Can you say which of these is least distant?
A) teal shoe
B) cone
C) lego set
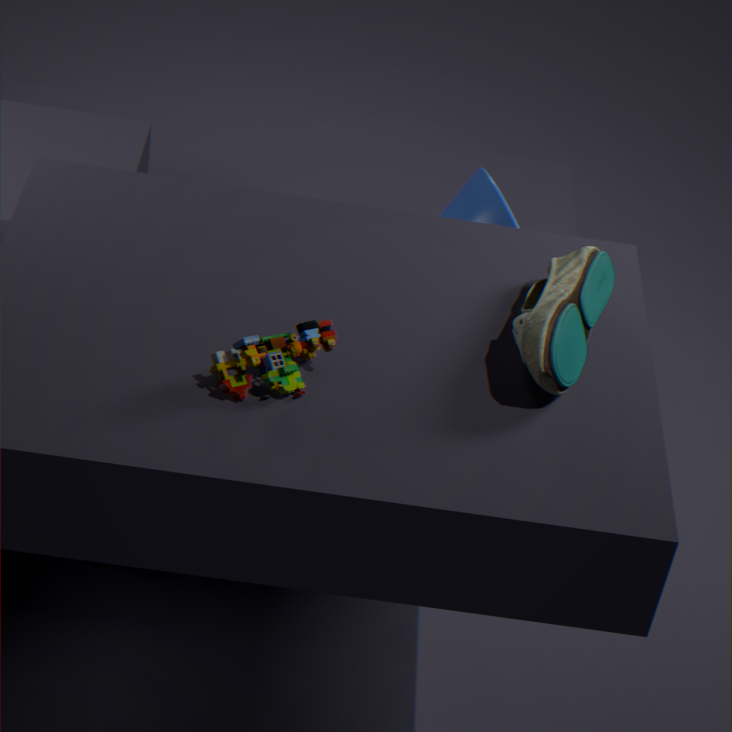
lego set
